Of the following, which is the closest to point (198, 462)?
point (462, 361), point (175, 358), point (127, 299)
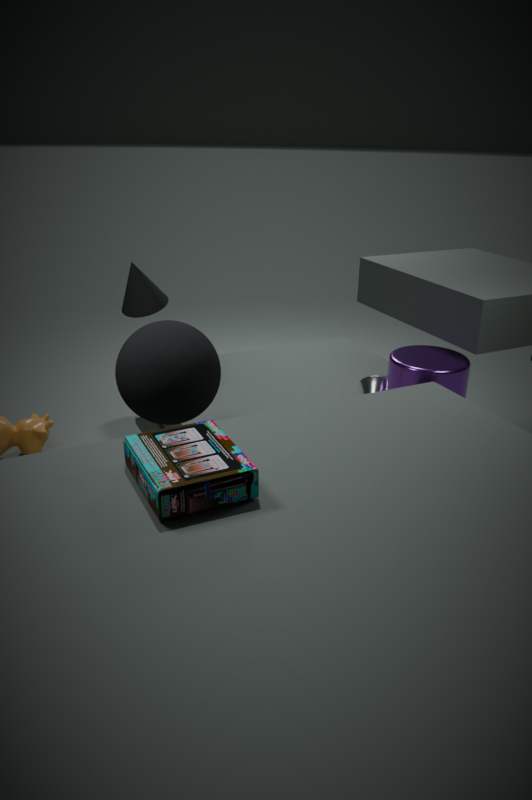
point (175, 358)
